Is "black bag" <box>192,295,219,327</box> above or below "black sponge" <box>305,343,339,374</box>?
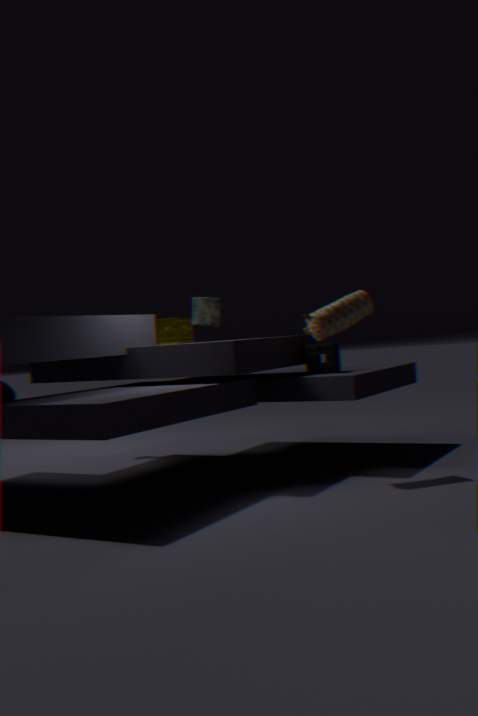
above
